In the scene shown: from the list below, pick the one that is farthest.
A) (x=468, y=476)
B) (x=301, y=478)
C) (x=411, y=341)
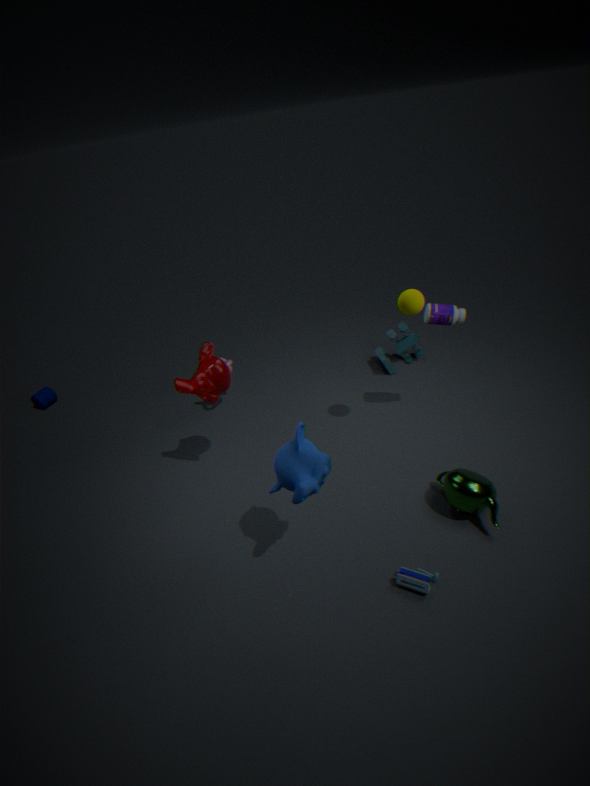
(x=411, y=341)
